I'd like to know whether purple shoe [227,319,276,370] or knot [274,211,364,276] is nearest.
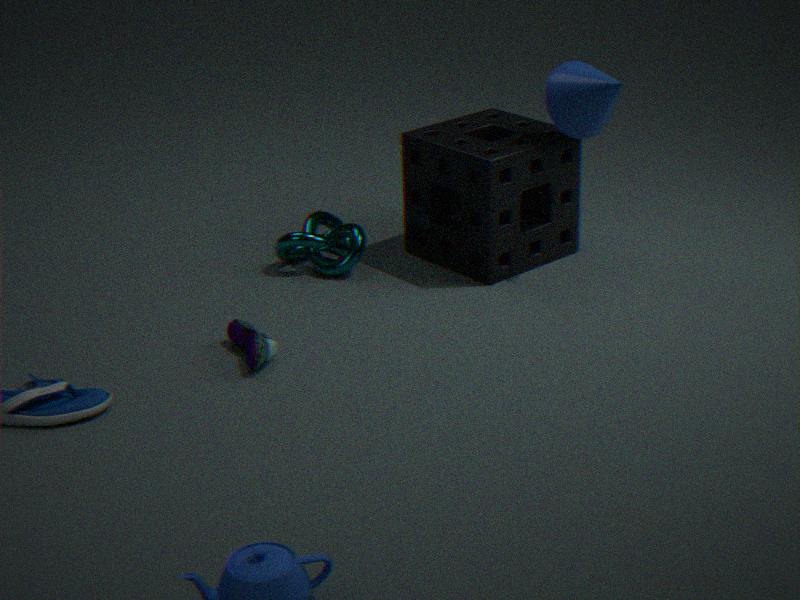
purple shoe [227,319,276,370]
